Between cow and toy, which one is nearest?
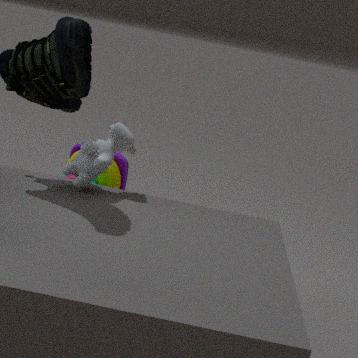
cow
